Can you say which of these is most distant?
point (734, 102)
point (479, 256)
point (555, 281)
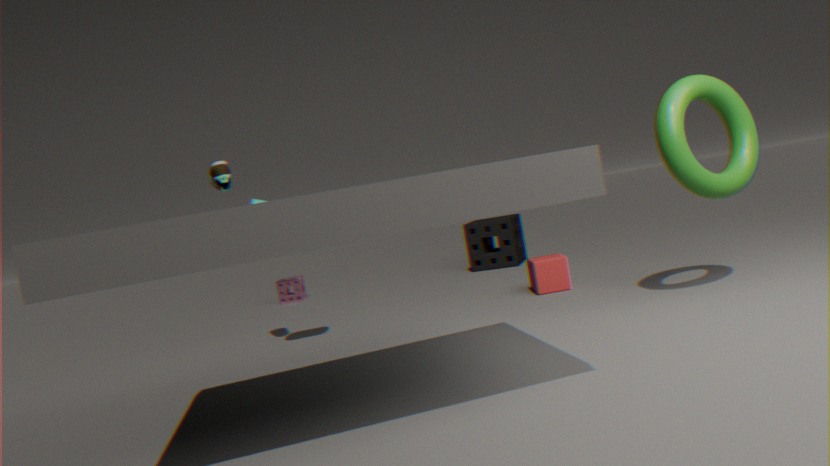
point (479, 256)
